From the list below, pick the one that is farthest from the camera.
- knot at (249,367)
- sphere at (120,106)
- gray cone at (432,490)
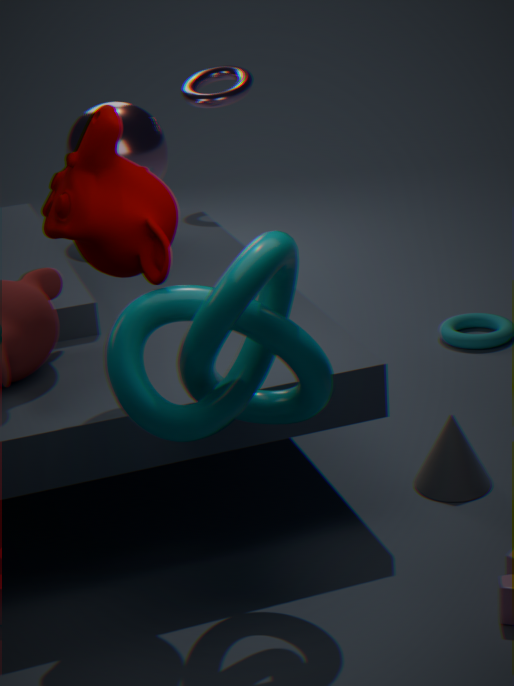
sphere at (120,106)
